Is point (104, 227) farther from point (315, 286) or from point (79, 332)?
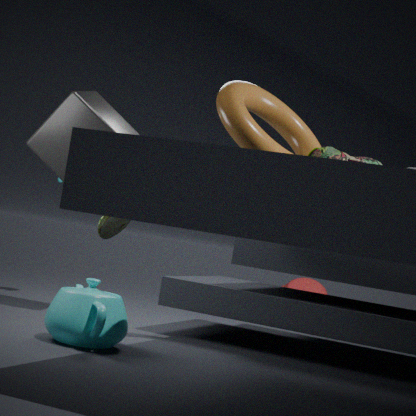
point (315, 286)
